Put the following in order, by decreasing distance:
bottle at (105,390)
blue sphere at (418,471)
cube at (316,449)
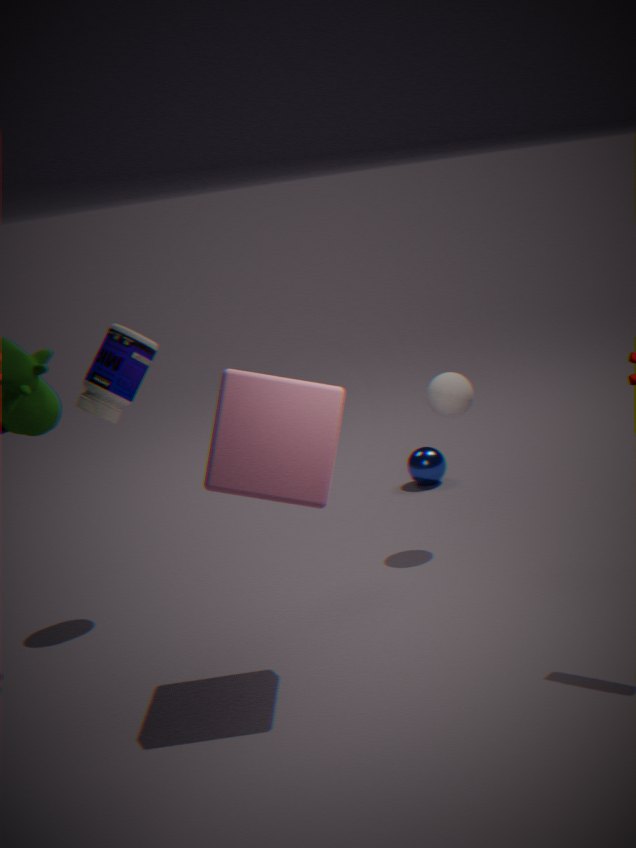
blue sphere at (418,471) < bottle at (105,390) < cube at (316,449)
